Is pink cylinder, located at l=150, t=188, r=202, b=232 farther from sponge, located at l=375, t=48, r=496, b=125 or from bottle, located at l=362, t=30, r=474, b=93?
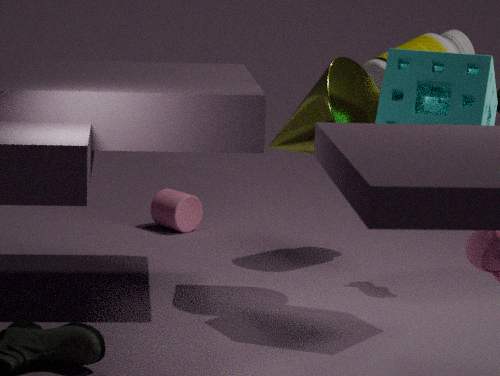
sponge, located at l=375, t=48, r=496, b=125
